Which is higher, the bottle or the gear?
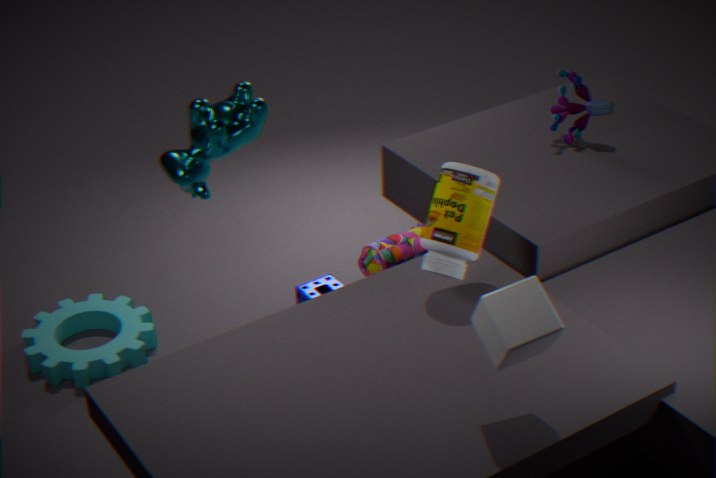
the bottle
